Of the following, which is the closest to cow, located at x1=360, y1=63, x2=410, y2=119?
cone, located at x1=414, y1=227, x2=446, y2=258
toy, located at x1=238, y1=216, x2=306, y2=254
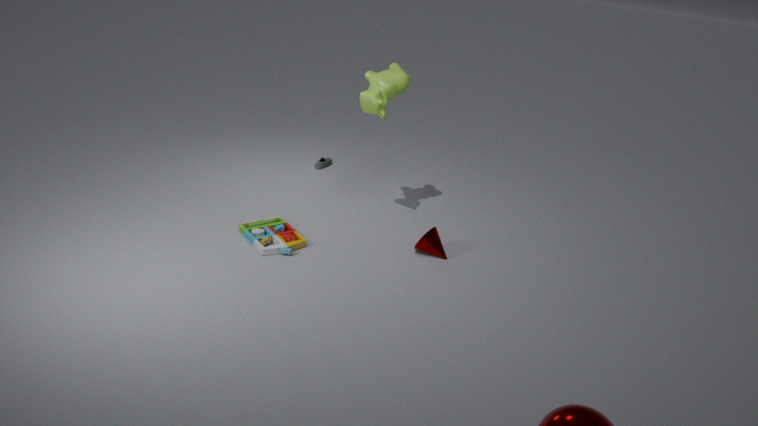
cone, located at x1=414, y1=227, x2=446, y2=258
